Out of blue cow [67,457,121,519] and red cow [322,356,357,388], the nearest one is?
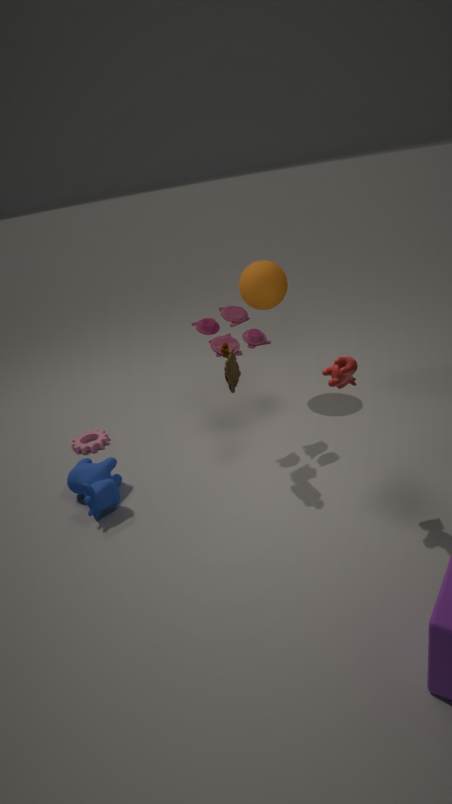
red cow [322,356,357,388]
